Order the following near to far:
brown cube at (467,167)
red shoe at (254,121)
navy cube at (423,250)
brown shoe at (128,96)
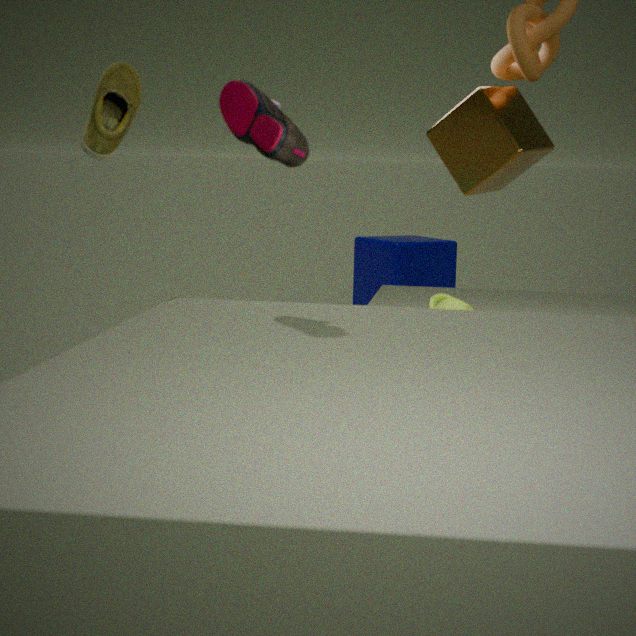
1. red shoe at (254,121)
2. brown shoe at (128,96)
3. brown cube at (467,167)
4. navy cube at (423,250)
